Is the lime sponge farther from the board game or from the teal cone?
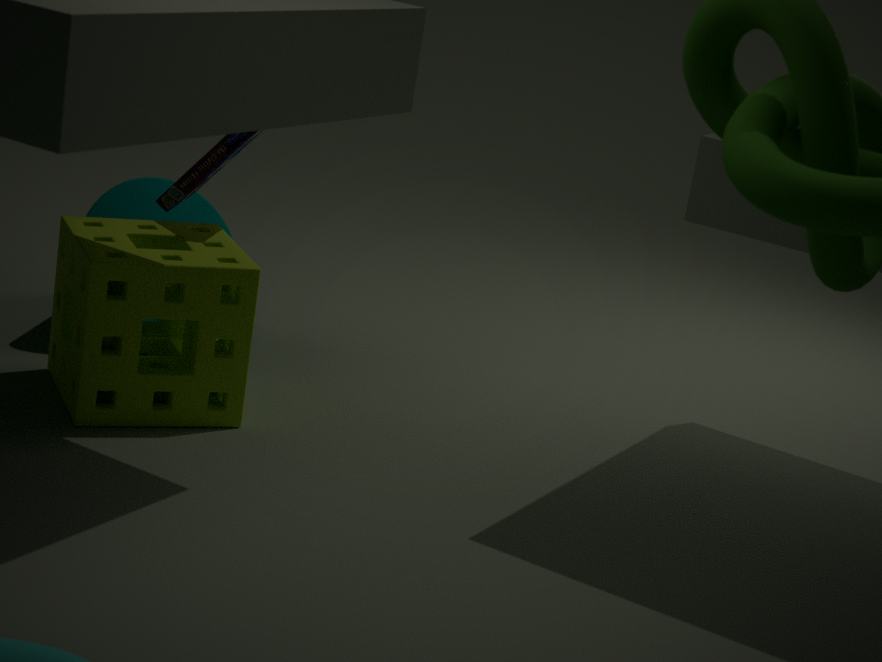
the teal cone
